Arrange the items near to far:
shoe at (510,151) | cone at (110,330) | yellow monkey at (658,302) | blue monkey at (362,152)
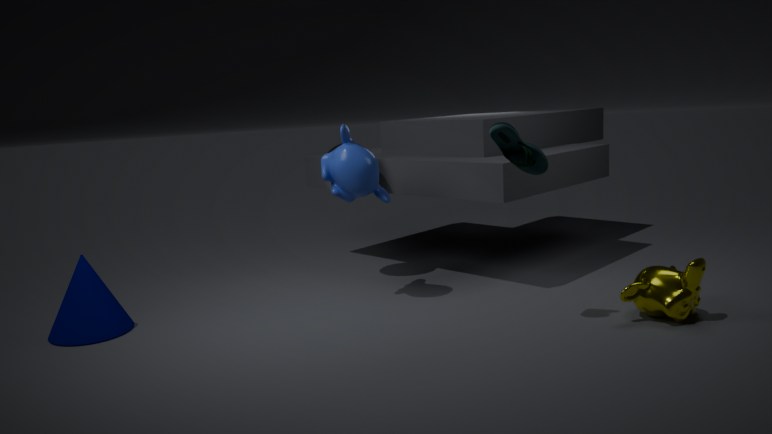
shoe at (510,151) → yellow monkey at (658,302) → cone at (110,330) → blue monkey at (362,152)
